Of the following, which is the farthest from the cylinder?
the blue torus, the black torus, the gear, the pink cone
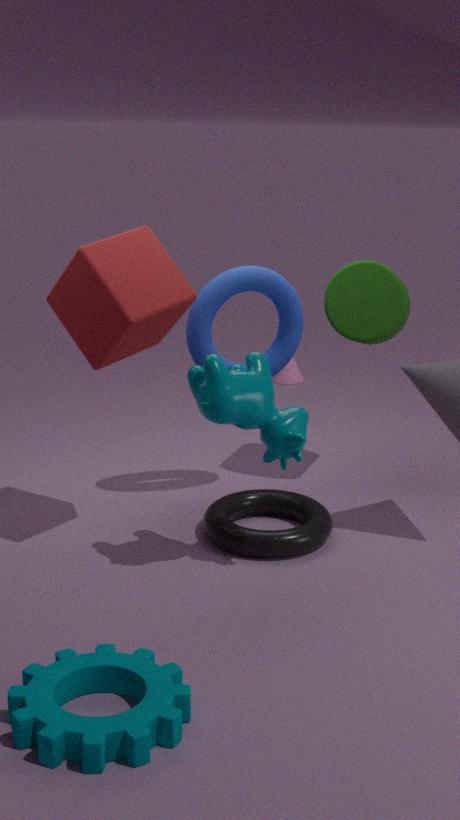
the gear
